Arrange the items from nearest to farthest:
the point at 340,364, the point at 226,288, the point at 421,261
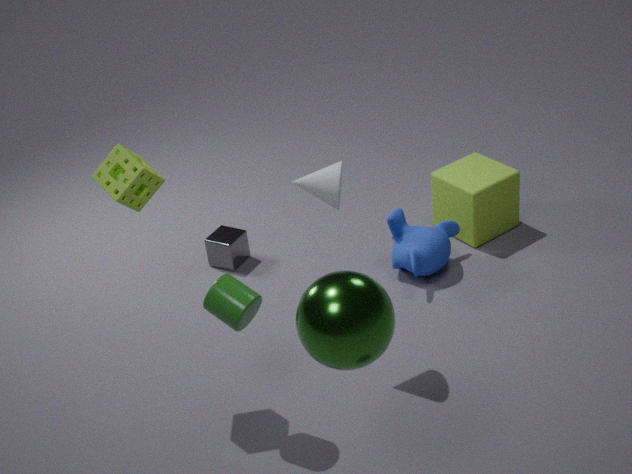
the point at 340,364, the point at 226,288, the point at 421,261
